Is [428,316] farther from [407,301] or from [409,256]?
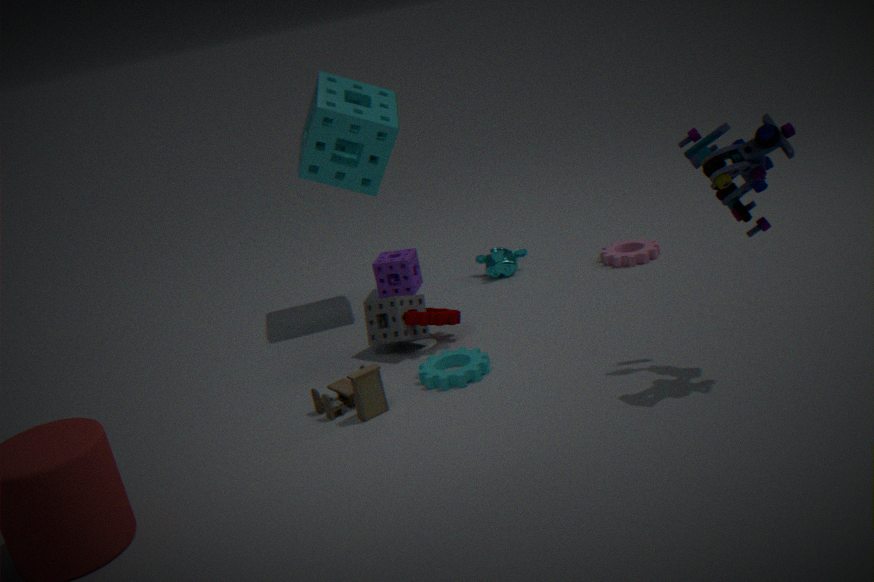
[409,256]
